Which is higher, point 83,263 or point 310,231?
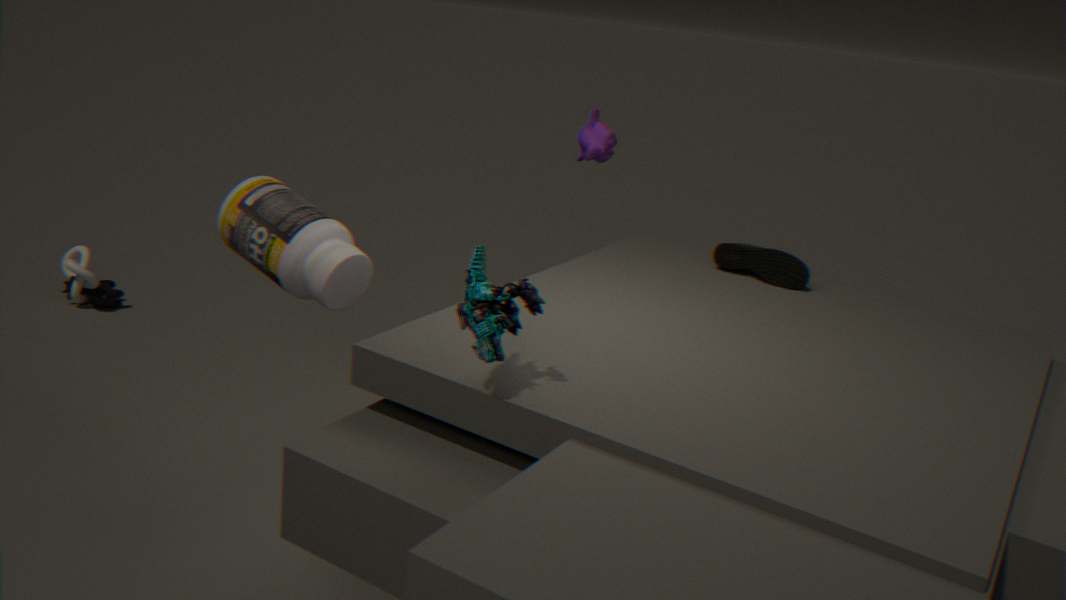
point 310,231
